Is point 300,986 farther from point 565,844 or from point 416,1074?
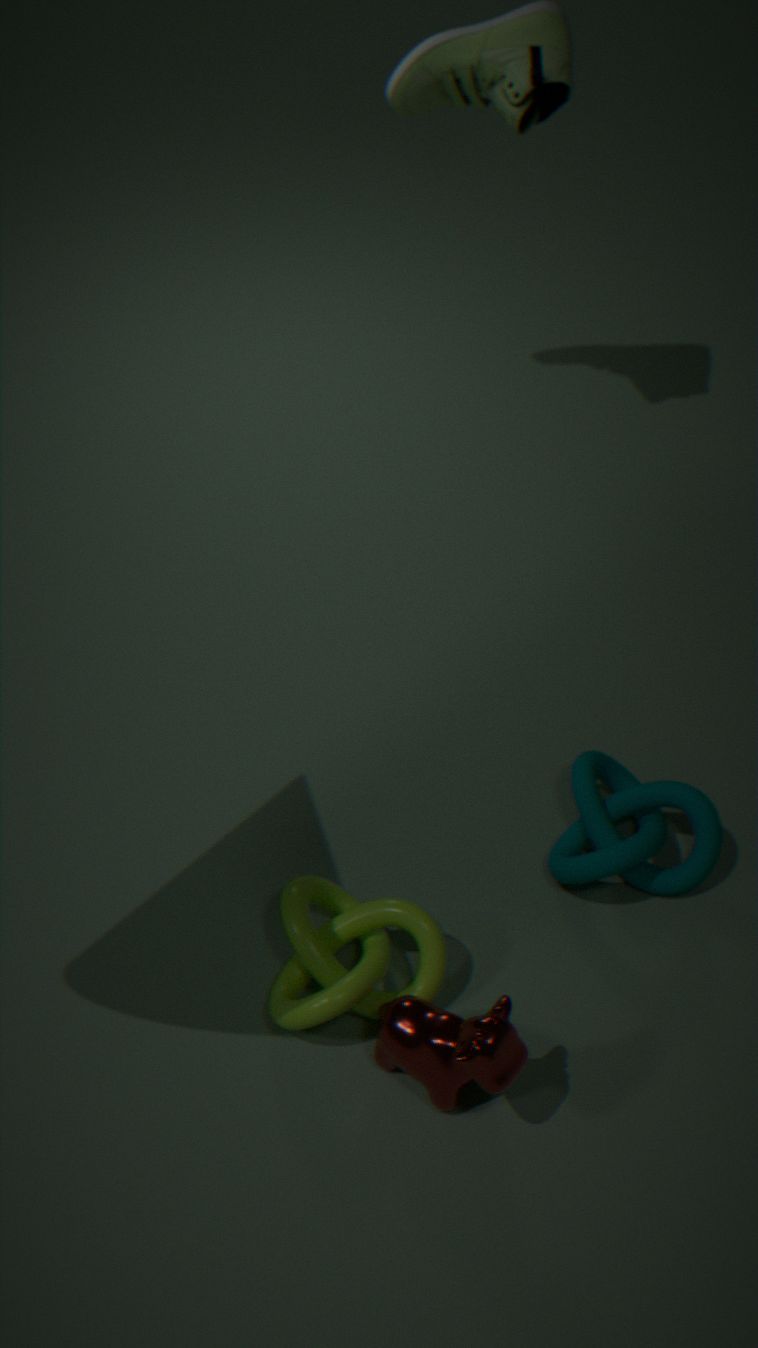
point 565,844
